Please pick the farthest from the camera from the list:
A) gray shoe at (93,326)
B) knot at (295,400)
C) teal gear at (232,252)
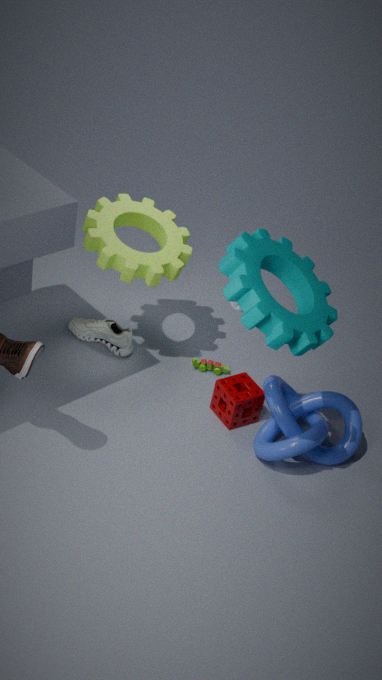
gray shoe at (93,326)
